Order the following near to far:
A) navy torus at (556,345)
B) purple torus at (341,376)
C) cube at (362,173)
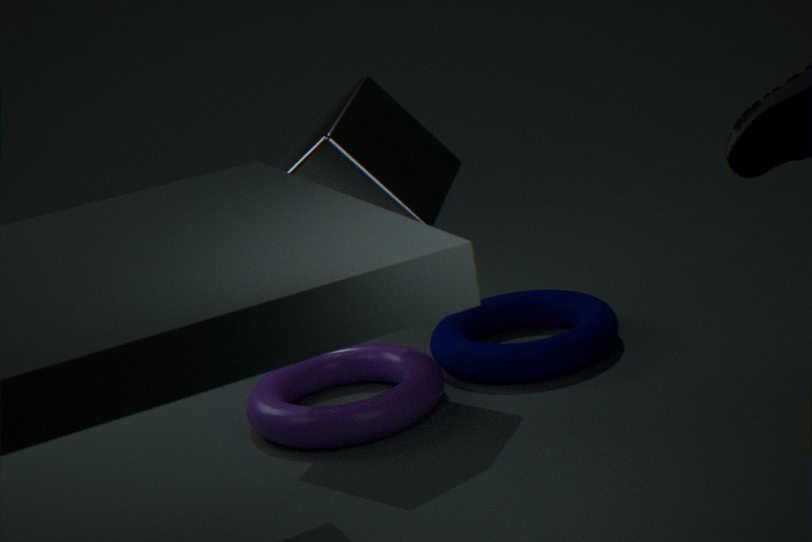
1. cube at (362,173)
2. purple torus at (341,376)
3. navy torus at (556,345)
